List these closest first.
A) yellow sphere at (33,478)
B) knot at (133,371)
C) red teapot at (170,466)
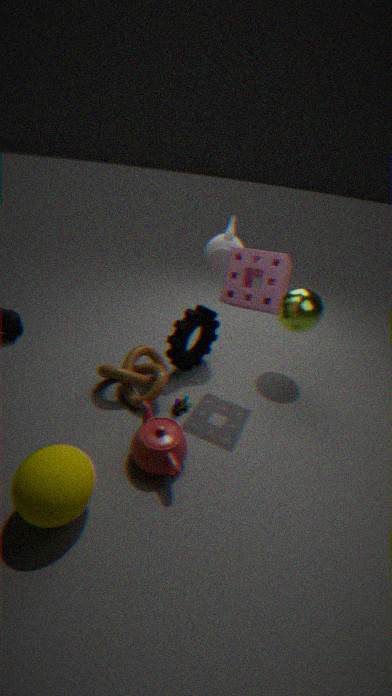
yellow sphere at (33,478) → red teapot at (170,466) → knot at (133,371)
